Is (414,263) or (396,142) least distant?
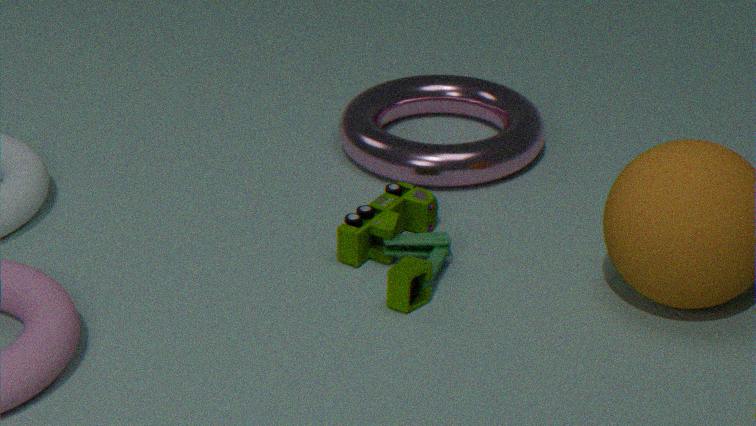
(414,263)
